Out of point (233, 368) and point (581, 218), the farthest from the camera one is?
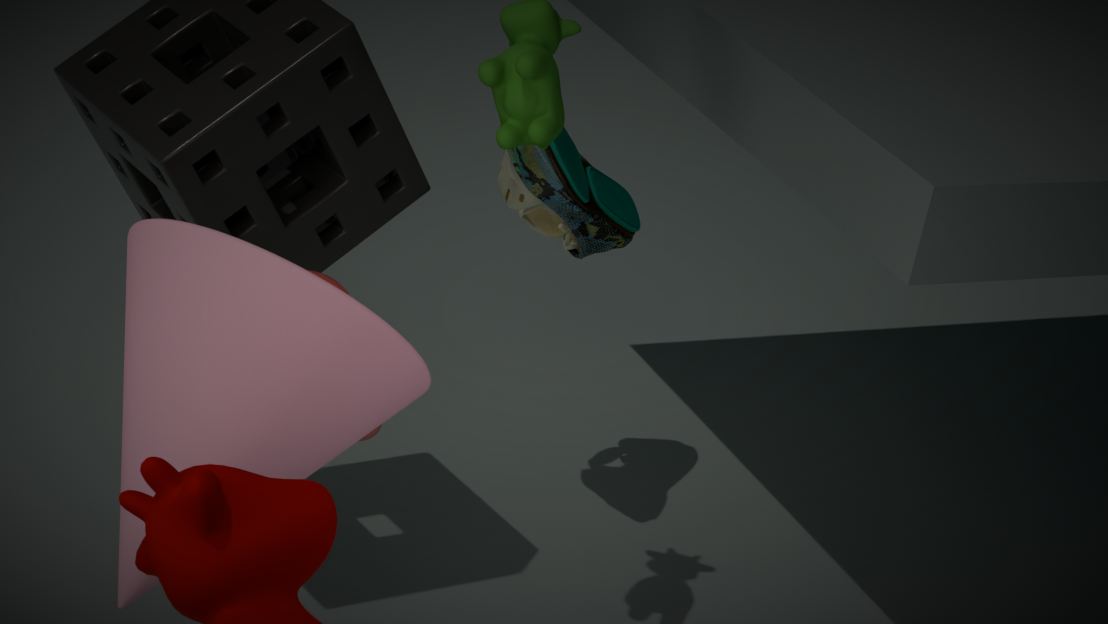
point (581, 218)
